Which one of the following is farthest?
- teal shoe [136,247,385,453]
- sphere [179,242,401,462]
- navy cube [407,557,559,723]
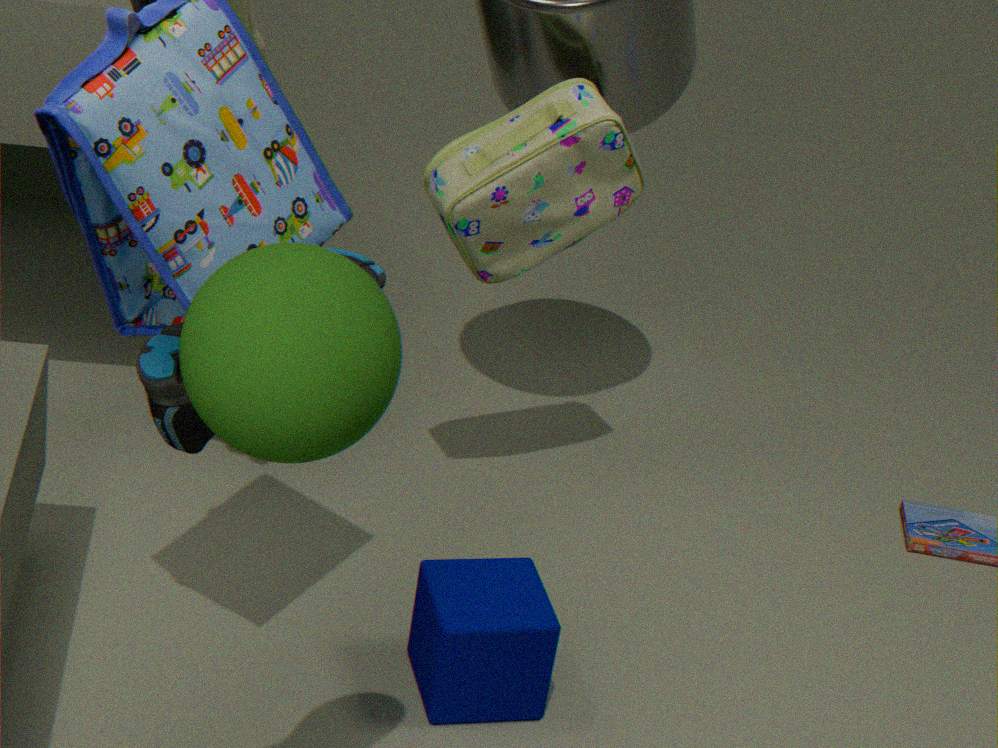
navy cube [407,557,559,723]
